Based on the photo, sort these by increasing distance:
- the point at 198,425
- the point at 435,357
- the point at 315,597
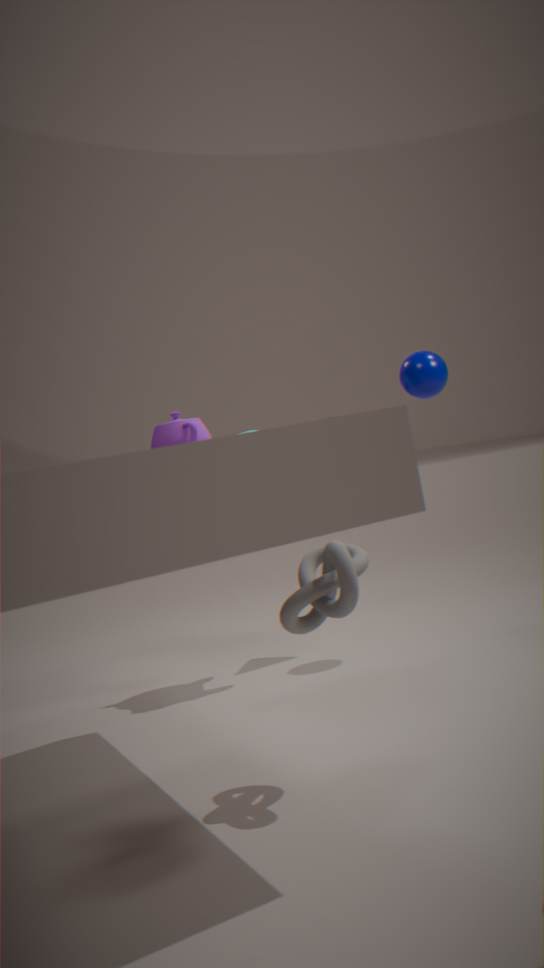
the point at 315,597 < the point at 198,425 < the point at 435,357
